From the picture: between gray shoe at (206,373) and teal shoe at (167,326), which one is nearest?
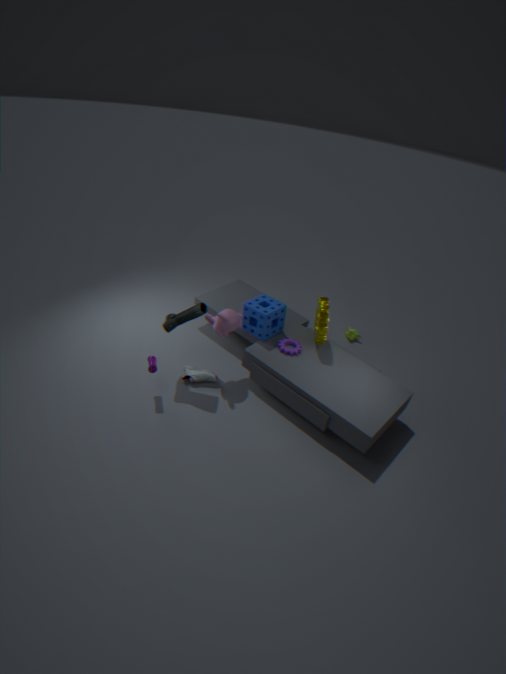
teal shoe at (167,326)
